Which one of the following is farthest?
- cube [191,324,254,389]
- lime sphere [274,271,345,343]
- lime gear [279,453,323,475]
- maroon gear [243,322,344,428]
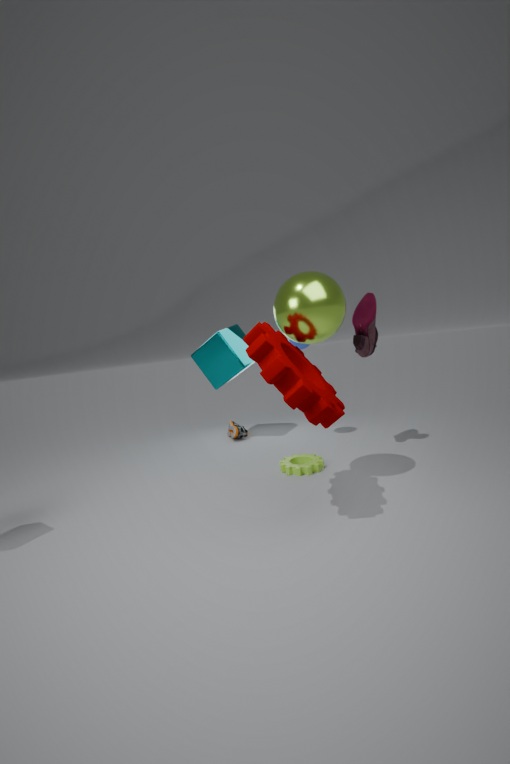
cube [191,324,254,389]
